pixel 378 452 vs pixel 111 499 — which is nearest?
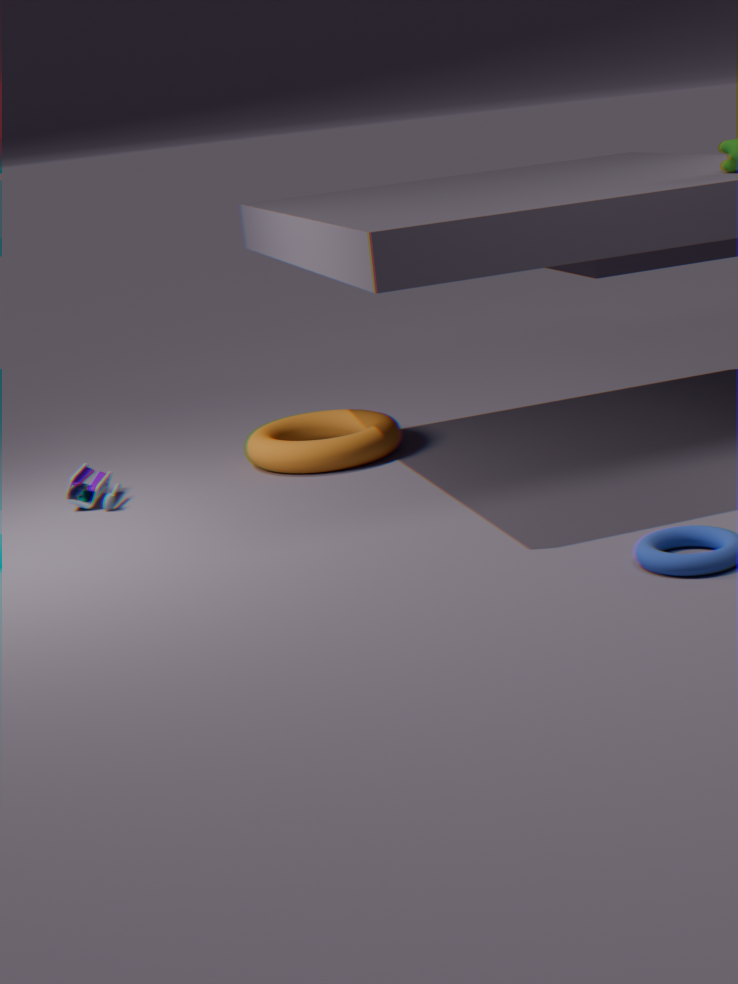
pixel 111 499
